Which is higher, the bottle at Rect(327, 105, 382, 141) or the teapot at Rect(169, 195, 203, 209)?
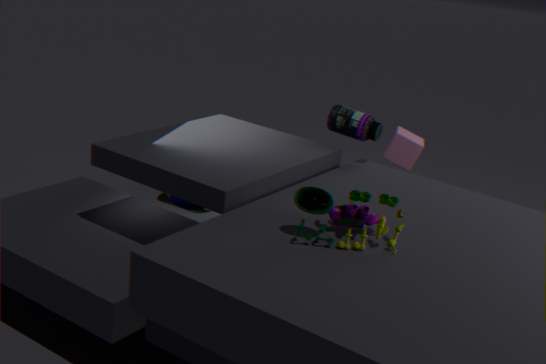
the bottle at Rect(327, 105, 382, 141)
